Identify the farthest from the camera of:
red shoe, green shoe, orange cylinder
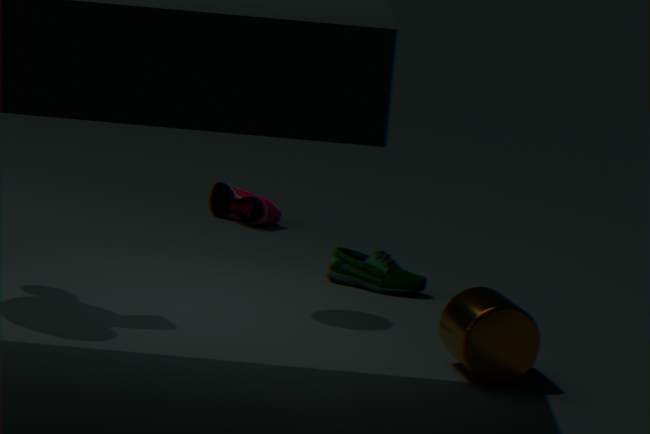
red shoe
